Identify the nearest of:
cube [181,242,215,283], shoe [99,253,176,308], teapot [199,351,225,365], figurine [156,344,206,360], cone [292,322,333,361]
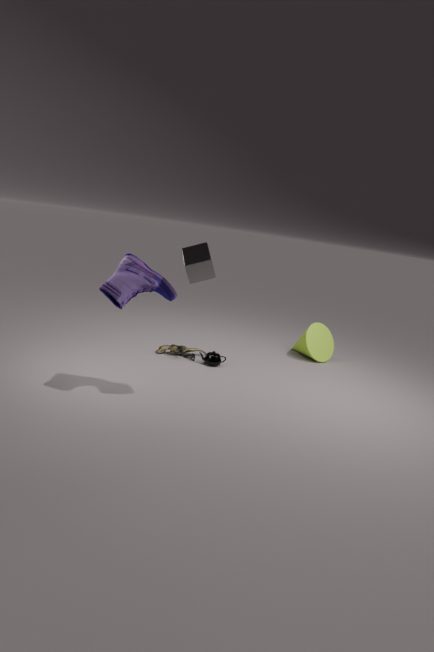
cube [181,242,215,283]
